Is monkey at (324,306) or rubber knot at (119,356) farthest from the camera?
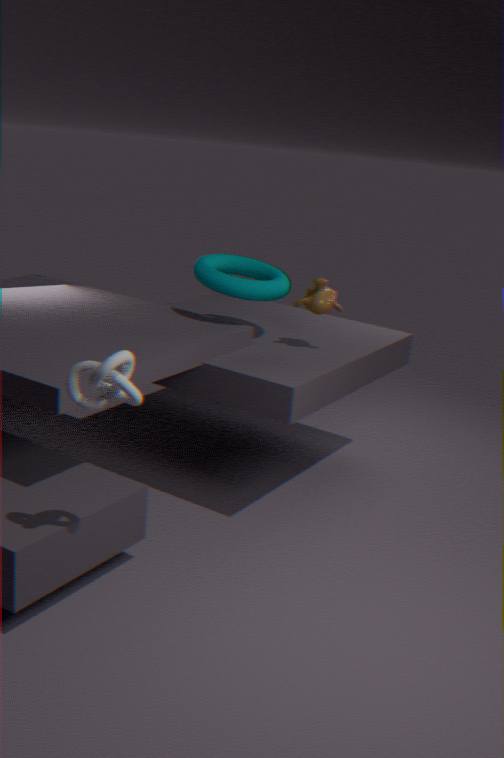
monkey at (324,306)
